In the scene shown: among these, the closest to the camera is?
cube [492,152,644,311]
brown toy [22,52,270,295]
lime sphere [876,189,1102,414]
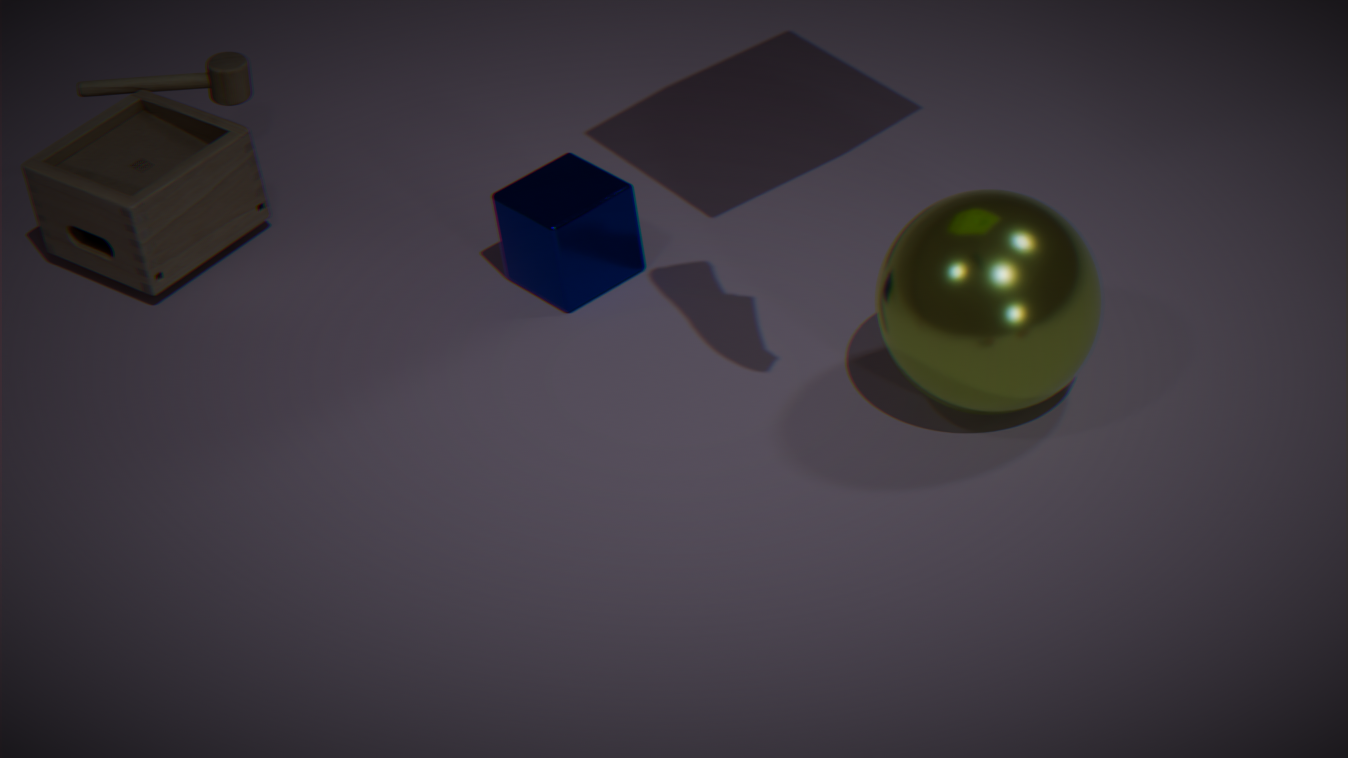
lime sphere [876,189,1102,414]
